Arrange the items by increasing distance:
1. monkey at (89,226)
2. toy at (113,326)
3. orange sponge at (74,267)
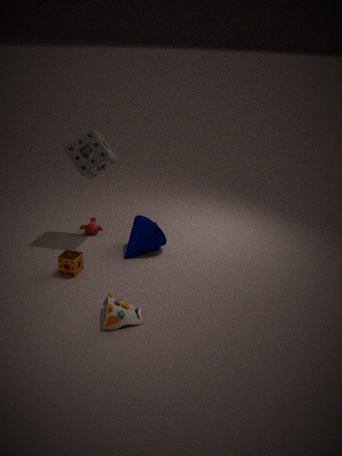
toy at (113,326) < orange sponge at (74,267) < monkey at (89,226)
